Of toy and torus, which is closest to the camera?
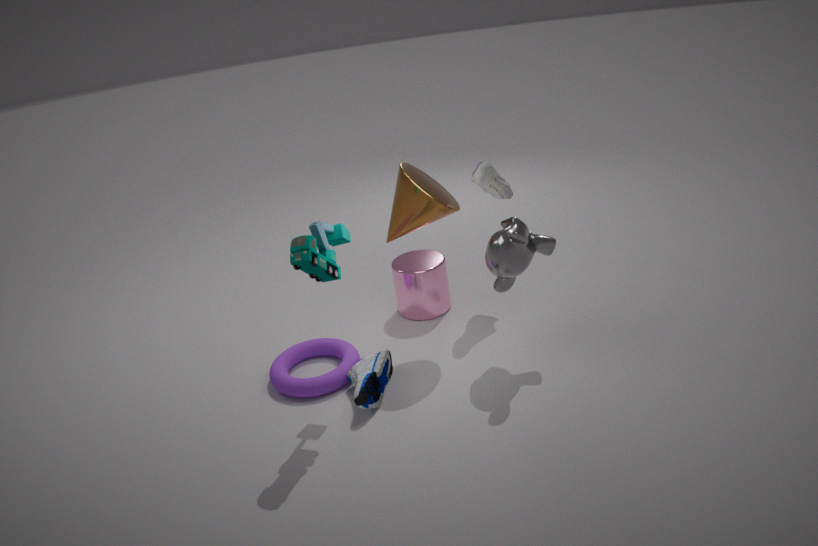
toy
